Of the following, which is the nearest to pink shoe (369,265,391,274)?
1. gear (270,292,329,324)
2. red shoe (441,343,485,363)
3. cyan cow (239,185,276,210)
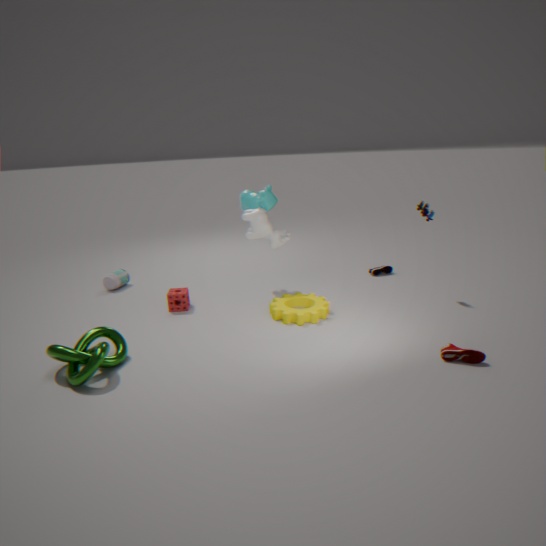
gear (270,292,329,324)
